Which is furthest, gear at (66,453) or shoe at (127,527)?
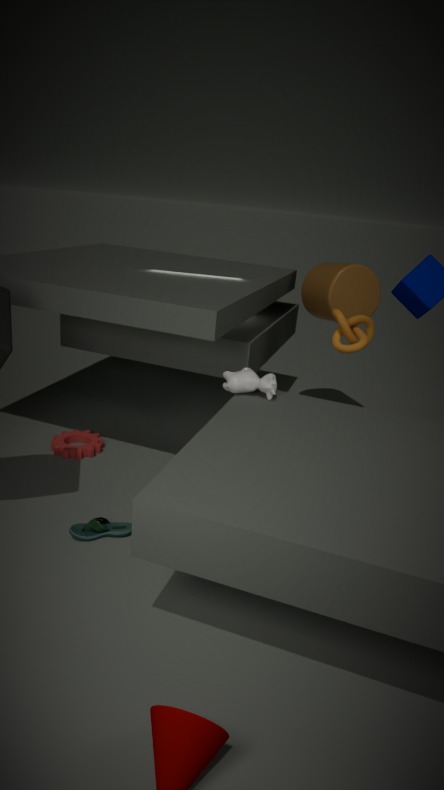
gear at (66,453)
